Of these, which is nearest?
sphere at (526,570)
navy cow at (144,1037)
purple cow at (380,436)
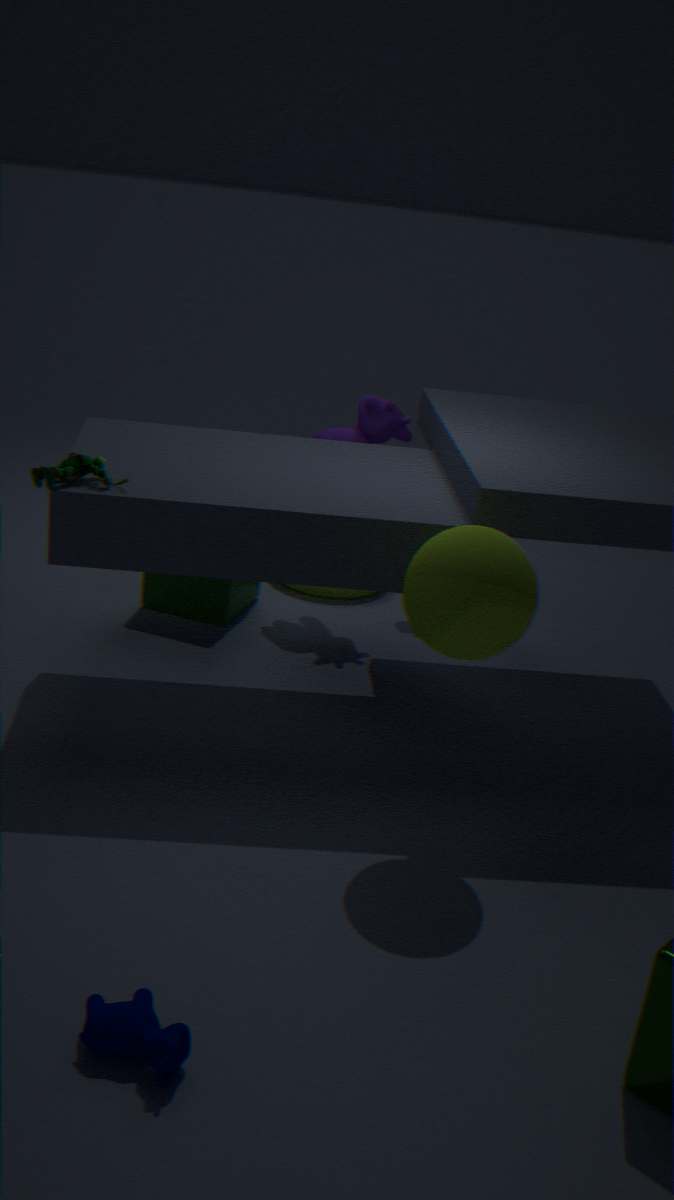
navy cow at (144,1037)
